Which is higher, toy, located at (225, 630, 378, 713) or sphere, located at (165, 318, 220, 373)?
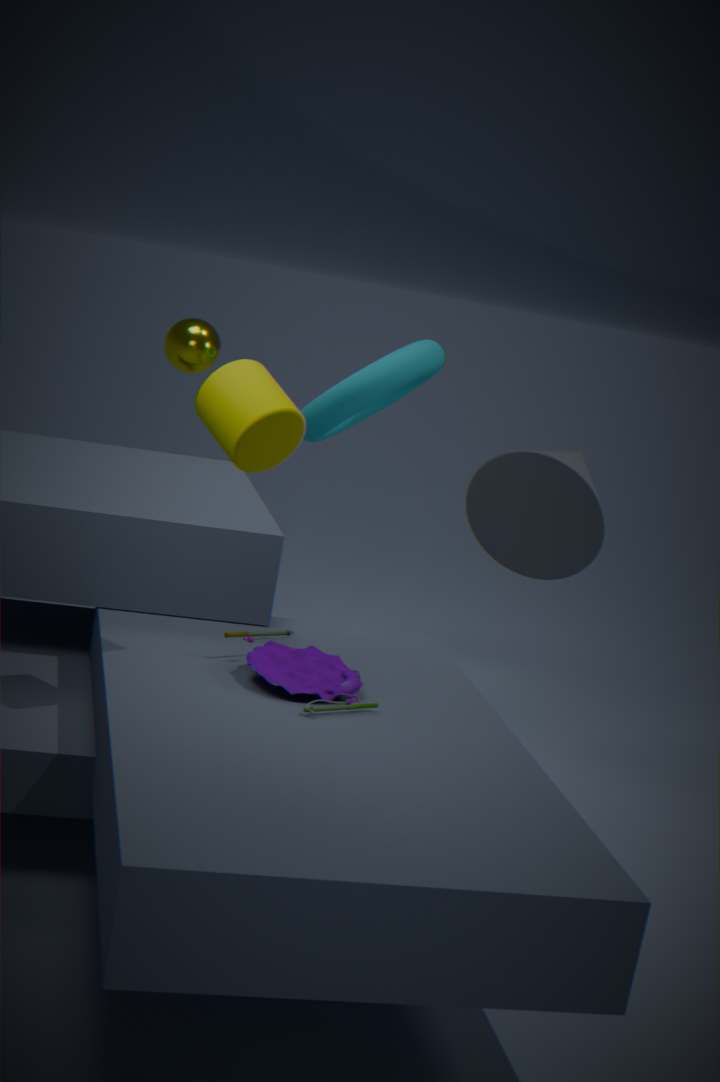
sphere, located at (165, 318, 220, 373)
